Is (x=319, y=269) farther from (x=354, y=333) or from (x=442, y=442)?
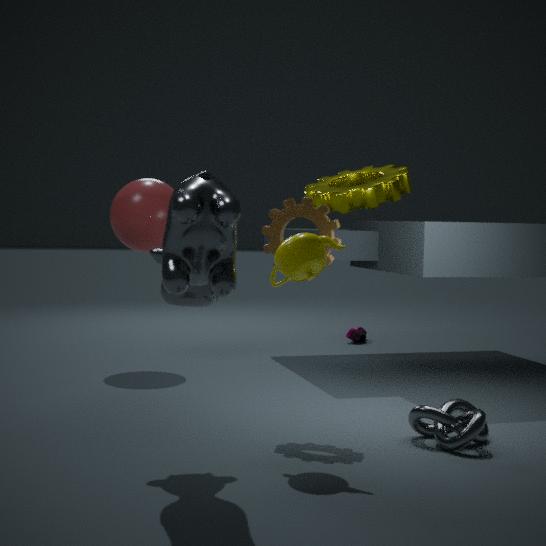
(x=354, y=333)
